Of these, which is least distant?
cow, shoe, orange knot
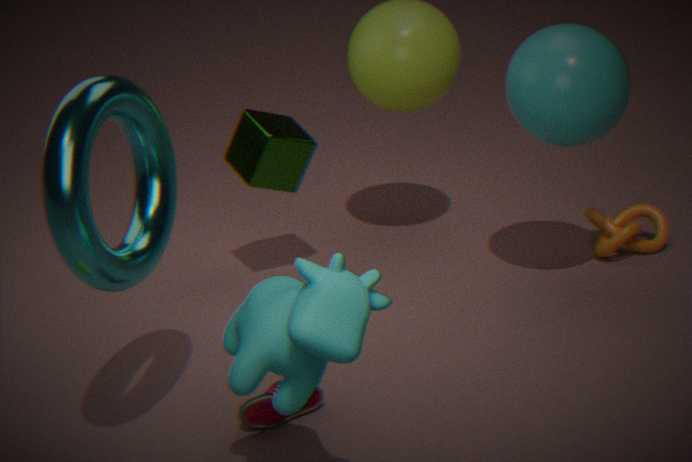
cow
